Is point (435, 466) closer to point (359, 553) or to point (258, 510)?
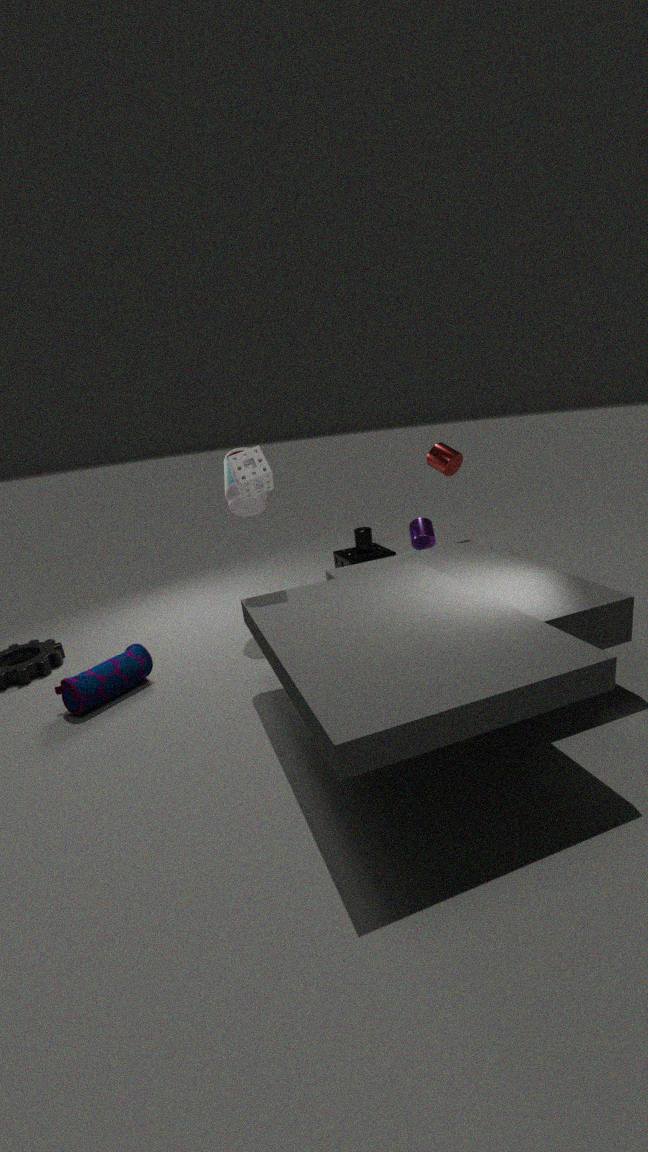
point (359, 553)
